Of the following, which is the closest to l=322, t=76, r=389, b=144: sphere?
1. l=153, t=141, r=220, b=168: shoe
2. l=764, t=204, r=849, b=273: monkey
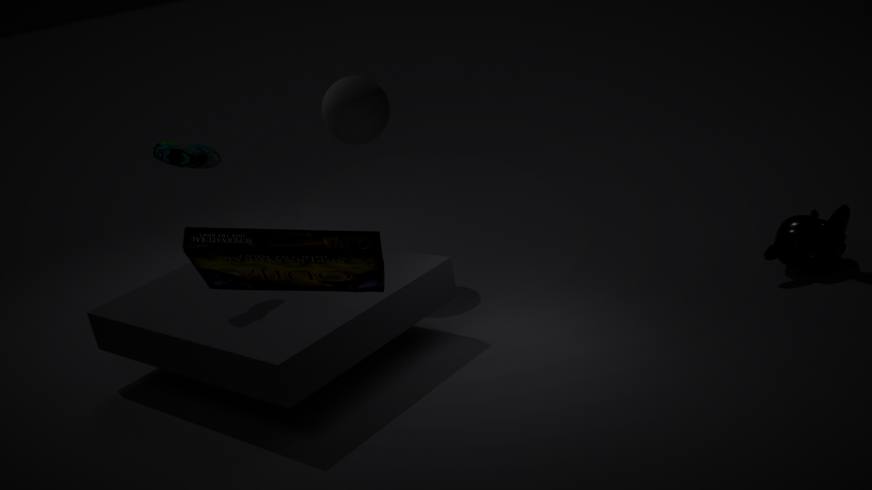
l=153, t=141, r=220, b=168: shoe
